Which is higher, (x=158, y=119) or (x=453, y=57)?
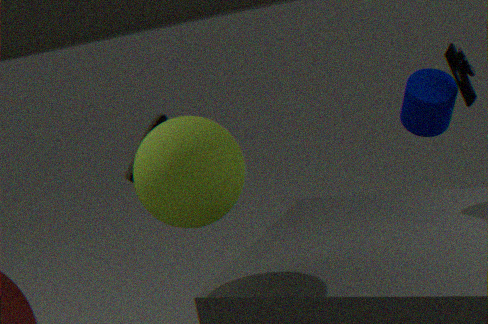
(x=453, y=57)
